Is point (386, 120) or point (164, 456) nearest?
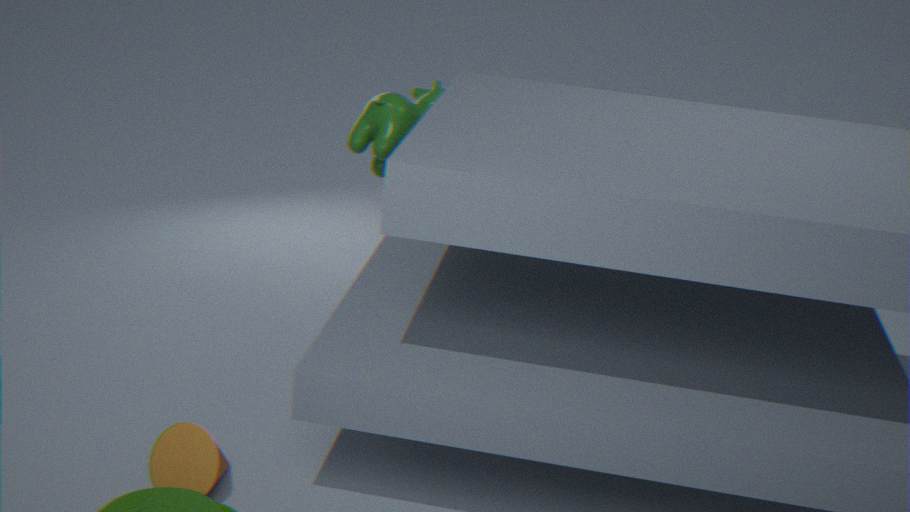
point (164, 456)
